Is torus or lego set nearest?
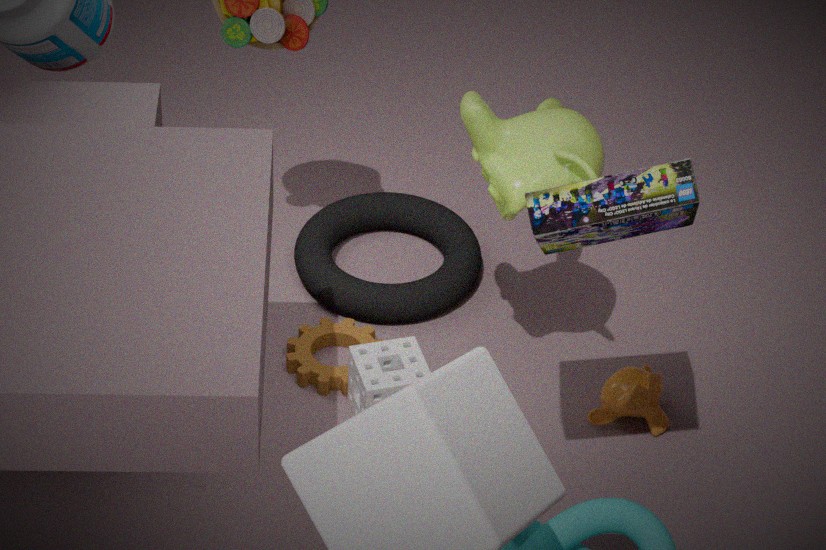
lego set
